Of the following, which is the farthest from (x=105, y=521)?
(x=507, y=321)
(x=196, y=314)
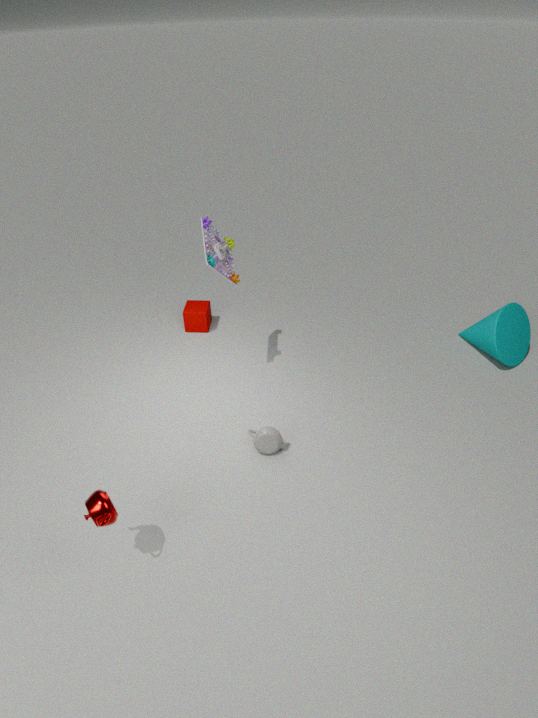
(x=507, y=321)
